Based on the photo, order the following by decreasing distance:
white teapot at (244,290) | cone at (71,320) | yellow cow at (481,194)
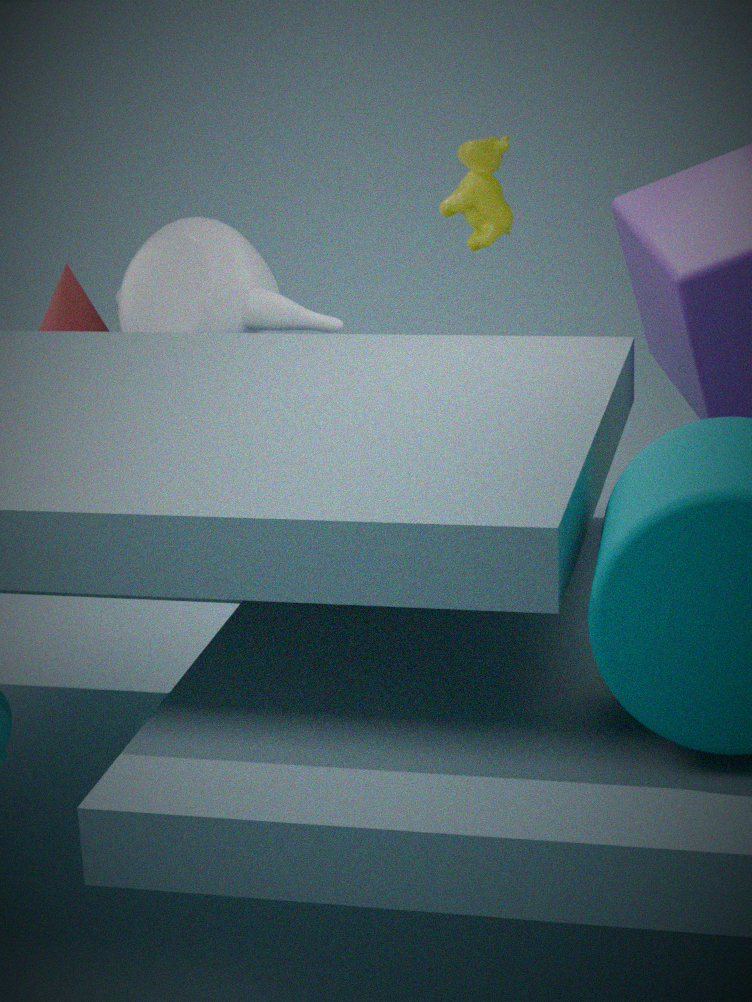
yellow cow at (481,194), cone at (71,320), white teapot at (244,290)
